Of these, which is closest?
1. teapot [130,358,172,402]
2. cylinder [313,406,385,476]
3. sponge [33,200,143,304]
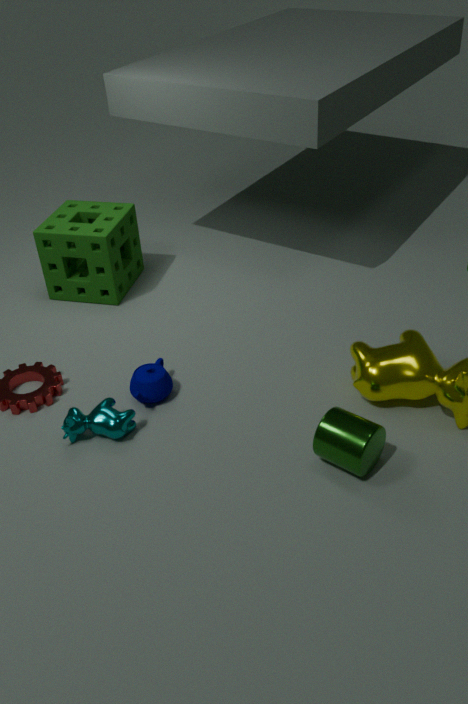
cylinder [313,406,385,476]
